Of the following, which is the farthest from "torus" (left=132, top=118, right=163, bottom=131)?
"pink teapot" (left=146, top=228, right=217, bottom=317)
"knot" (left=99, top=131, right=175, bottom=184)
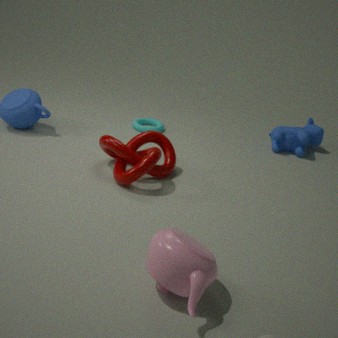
"pink teapot" (left=146, top=228, right=217, bottom=317)
